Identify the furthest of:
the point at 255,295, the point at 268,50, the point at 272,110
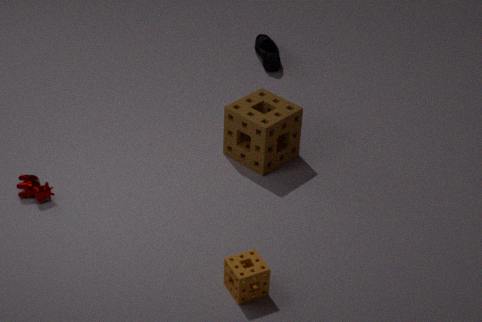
the point at 268,50
